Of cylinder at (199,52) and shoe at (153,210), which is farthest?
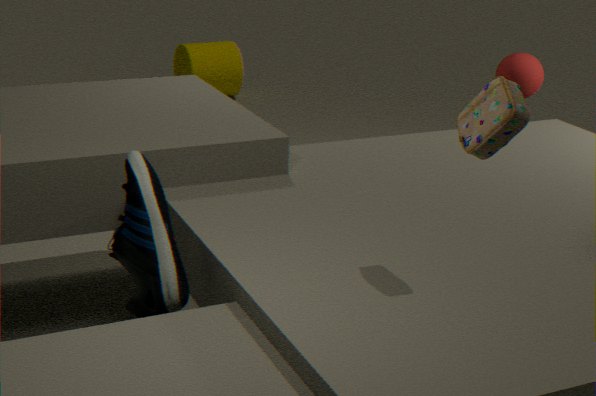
cylinder at (199,52)
